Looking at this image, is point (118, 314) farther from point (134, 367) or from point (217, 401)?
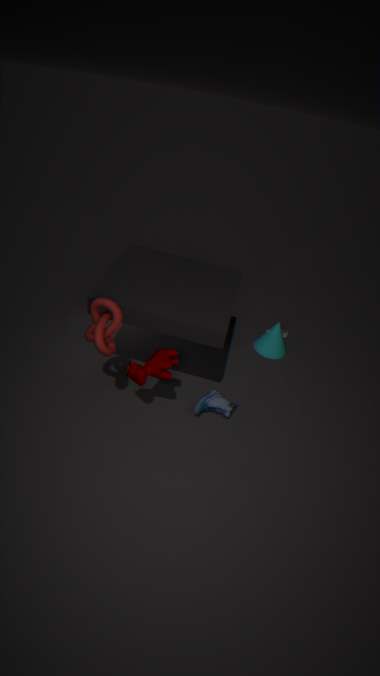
point (217, 401)
